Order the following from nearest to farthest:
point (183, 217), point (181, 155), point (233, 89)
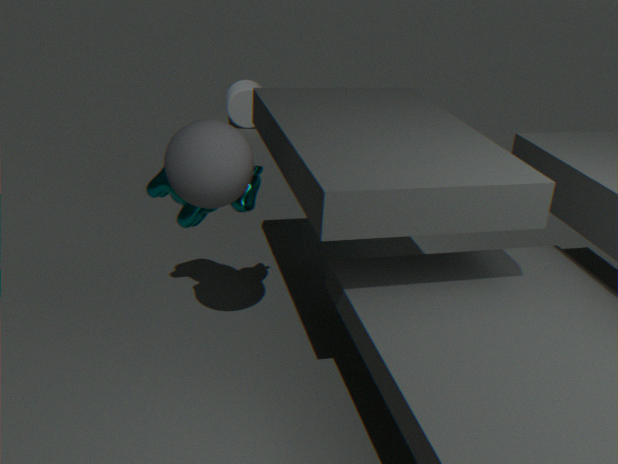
point (181, 155) → point (183, 217) → point (233, 89)
